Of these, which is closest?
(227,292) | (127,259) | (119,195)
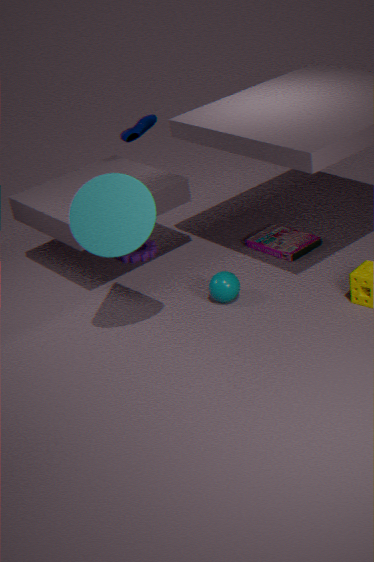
(119,195)
